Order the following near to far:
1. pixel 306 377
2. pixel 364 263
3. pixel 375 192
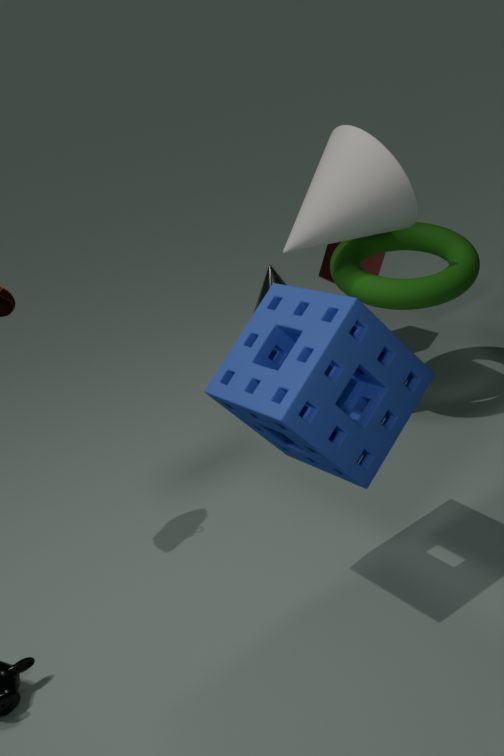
pixel 306 377, pixel 375 192, pixel 364 263
